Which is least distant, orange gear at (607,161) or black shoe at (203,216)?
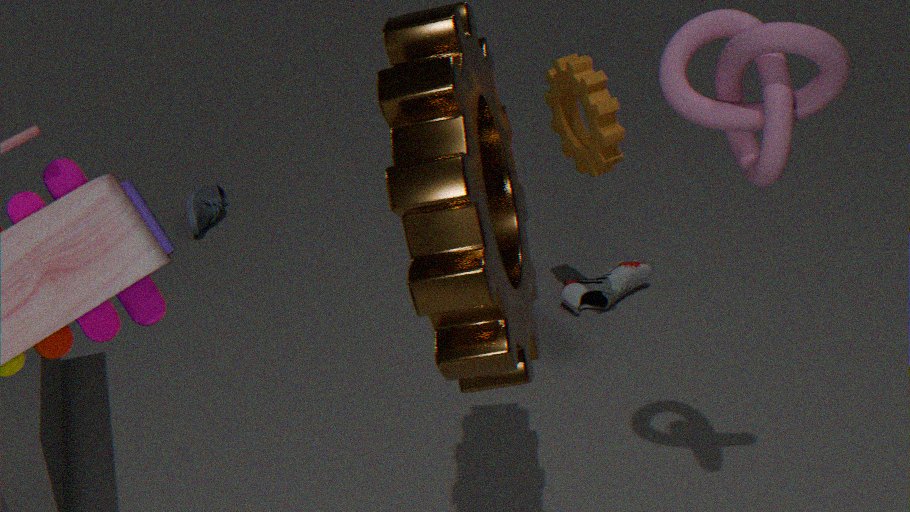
orange gear at (607,161)
